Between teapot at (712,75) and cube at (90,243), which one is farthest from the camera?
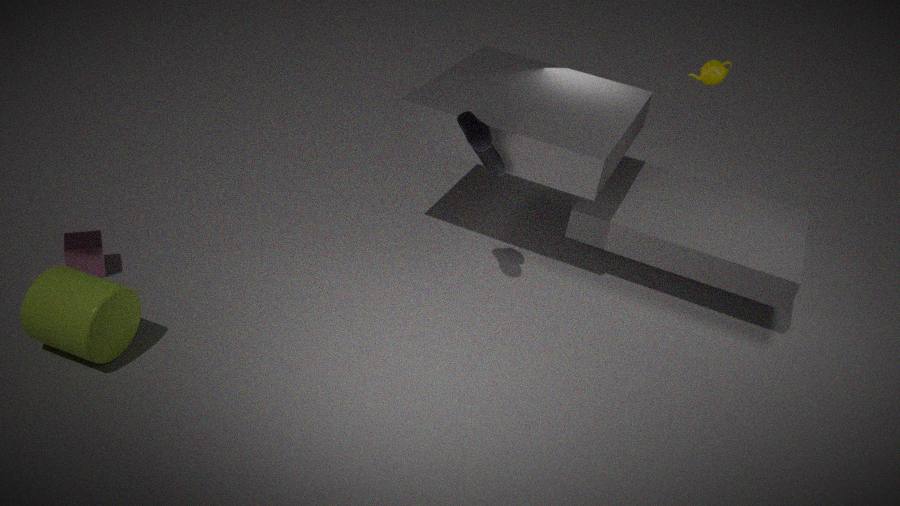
teapot at (712,75)
